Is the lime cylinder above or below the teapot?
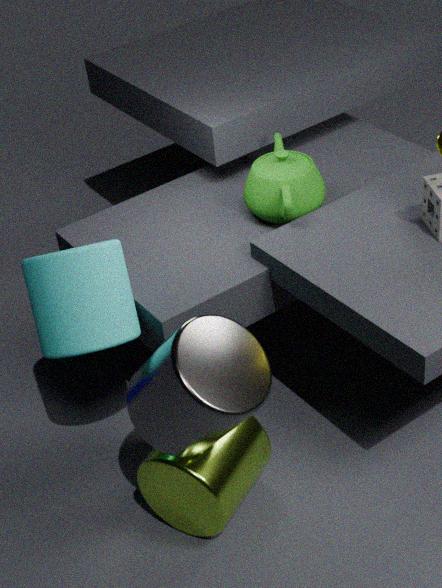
below
